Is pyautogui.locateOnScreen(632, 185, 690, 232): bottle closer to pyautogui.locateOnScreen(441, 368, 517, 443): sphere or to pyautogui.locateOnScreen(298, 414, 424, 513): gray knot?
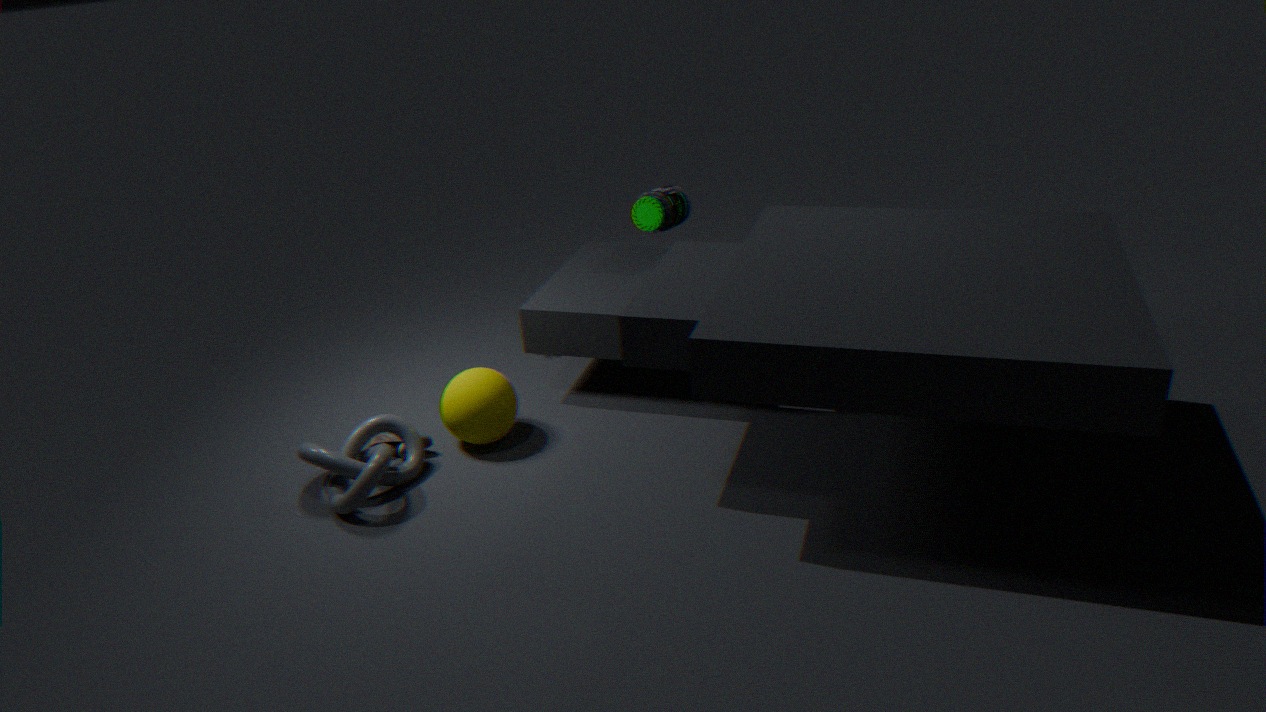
pyautogui.locateOnScreen(441, 368, 517, 443): sphere
